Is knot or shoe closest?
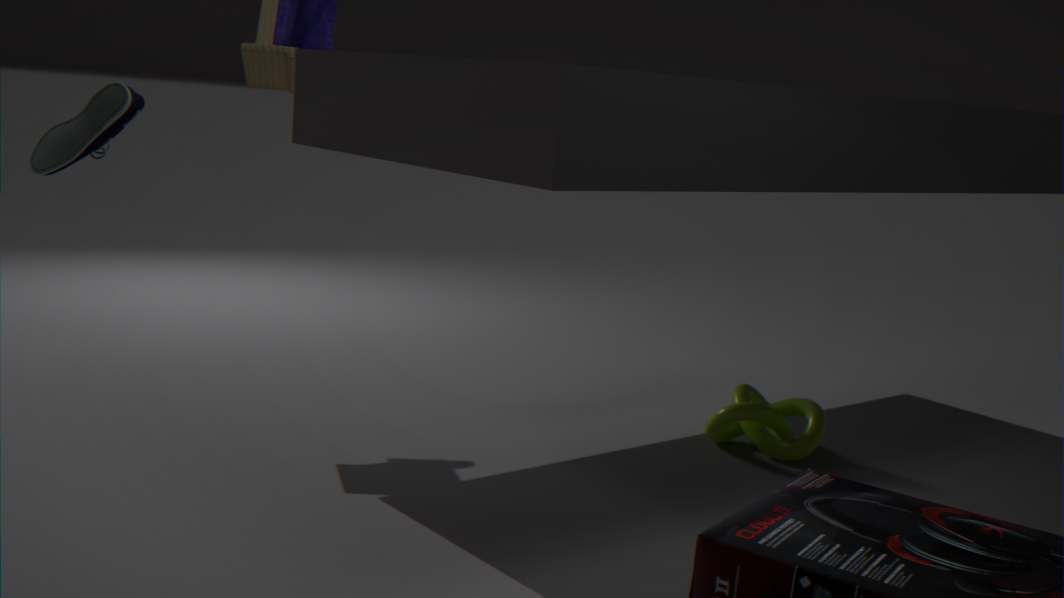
shoe
